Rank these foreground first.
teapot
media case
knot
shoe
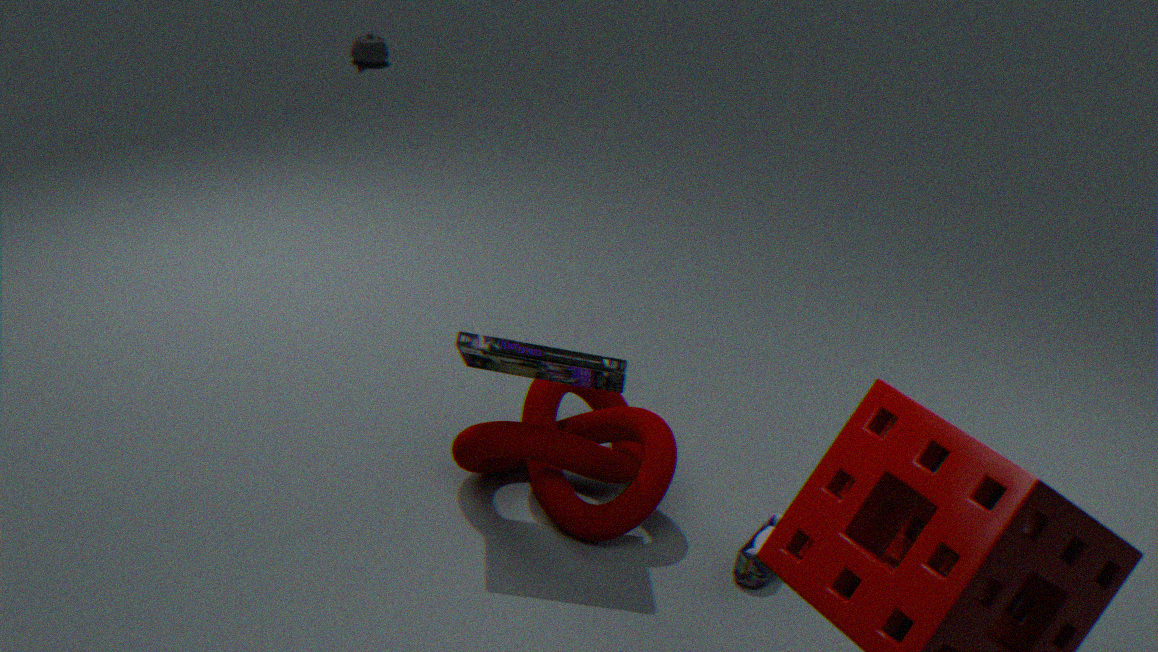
media case → shoe → knot → teapot
